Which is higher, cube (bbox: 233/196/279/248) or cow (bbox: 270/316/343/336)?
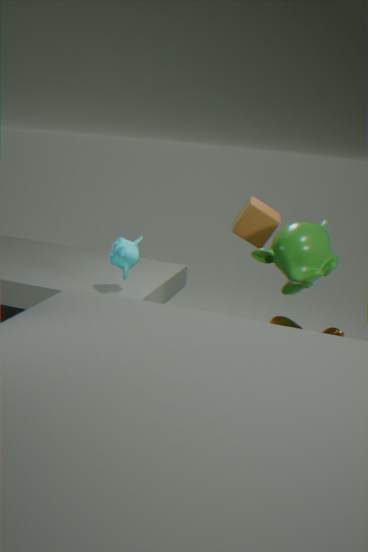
cube (bbox: 233/196/279/248)
